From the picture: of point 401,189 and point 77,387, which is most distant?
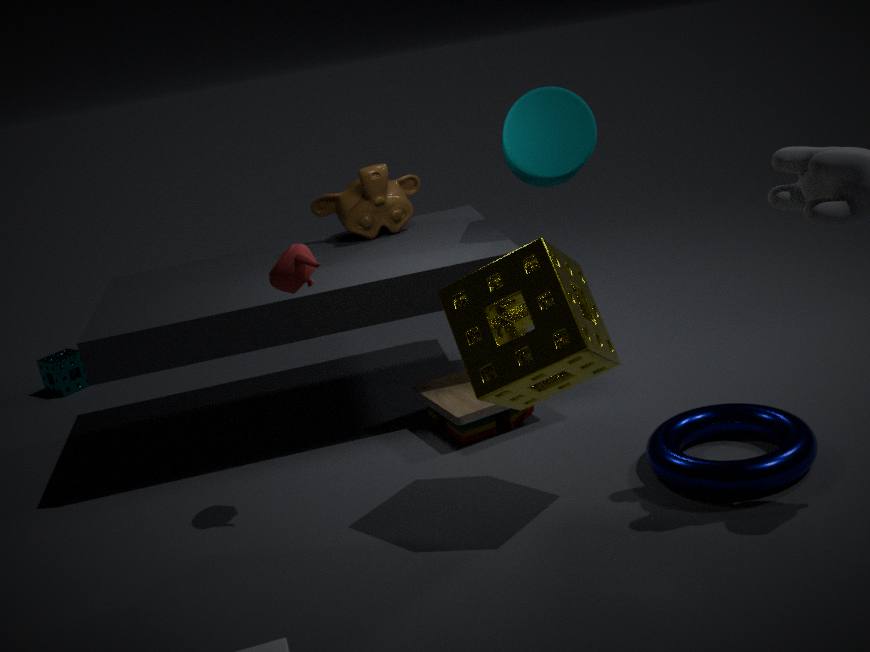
point 77,387
